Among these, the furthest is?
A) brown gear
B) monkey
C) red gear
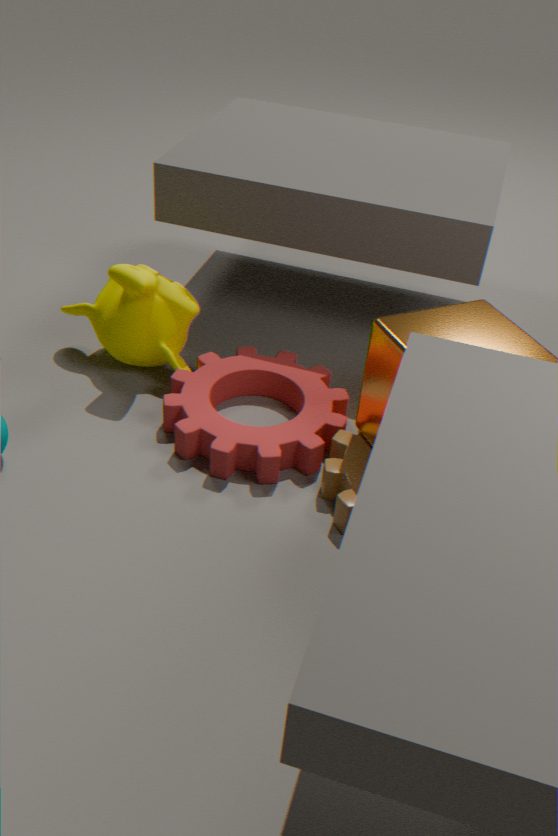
monkey
